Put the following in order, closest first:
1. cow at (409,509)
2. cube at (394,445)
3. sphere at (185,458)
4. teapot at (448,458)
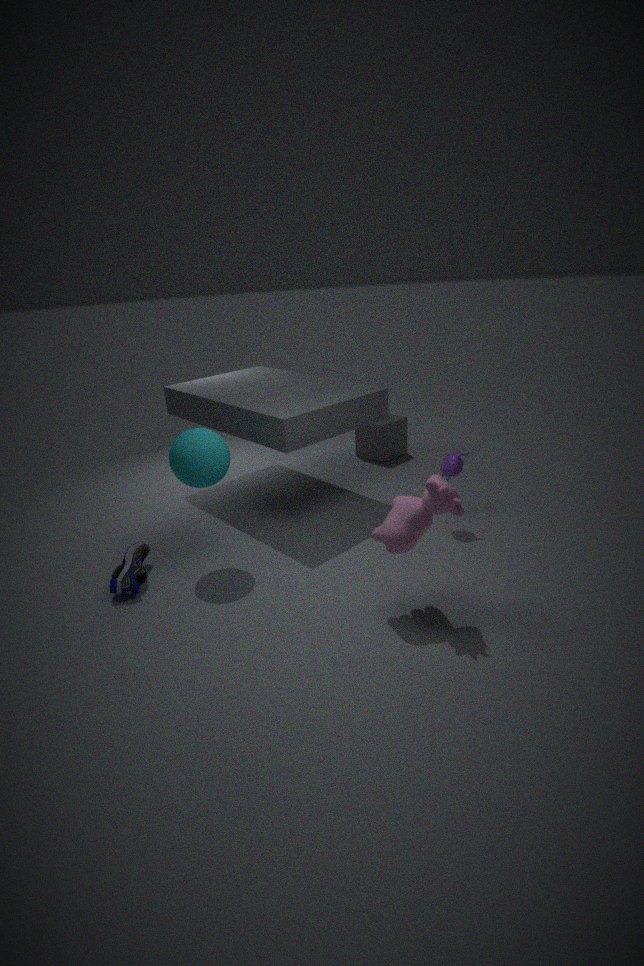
cow at (409,509), sphere at (185,458), teapot at (448,458), cube at (394,445)
